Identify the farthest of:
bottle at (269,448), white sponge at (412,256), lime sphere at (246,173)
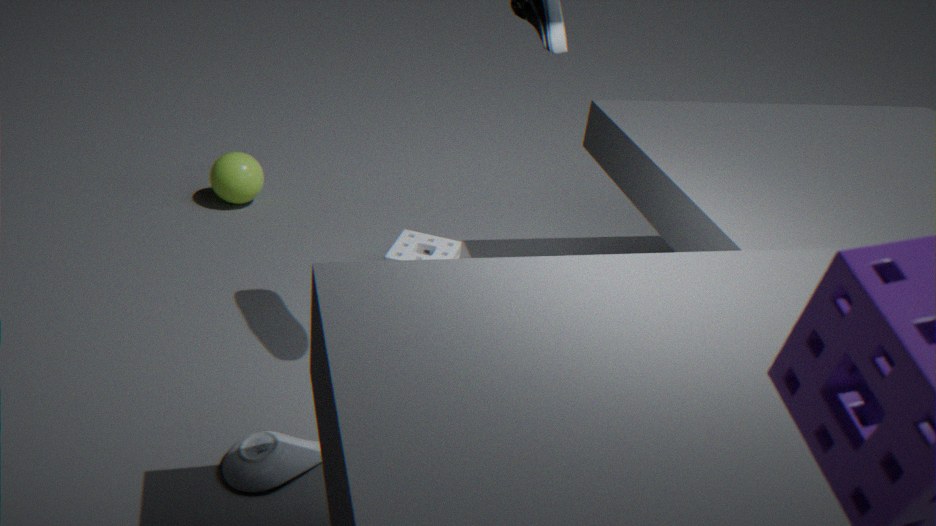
lime sphere at (246,173)
